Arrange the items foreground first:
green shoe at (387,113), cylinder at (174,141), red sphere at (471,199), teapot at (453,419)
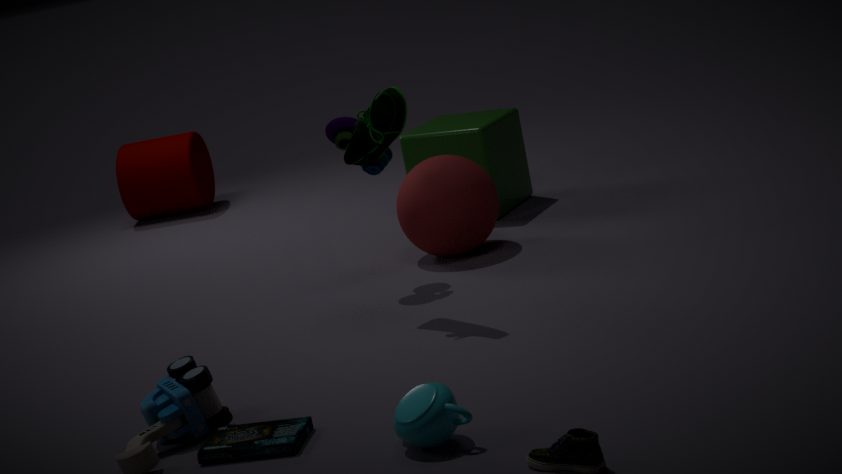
teapot at (453,419) → green shoe at (387,113) → red sphere at (471,199) → cylinder at (174,141)
